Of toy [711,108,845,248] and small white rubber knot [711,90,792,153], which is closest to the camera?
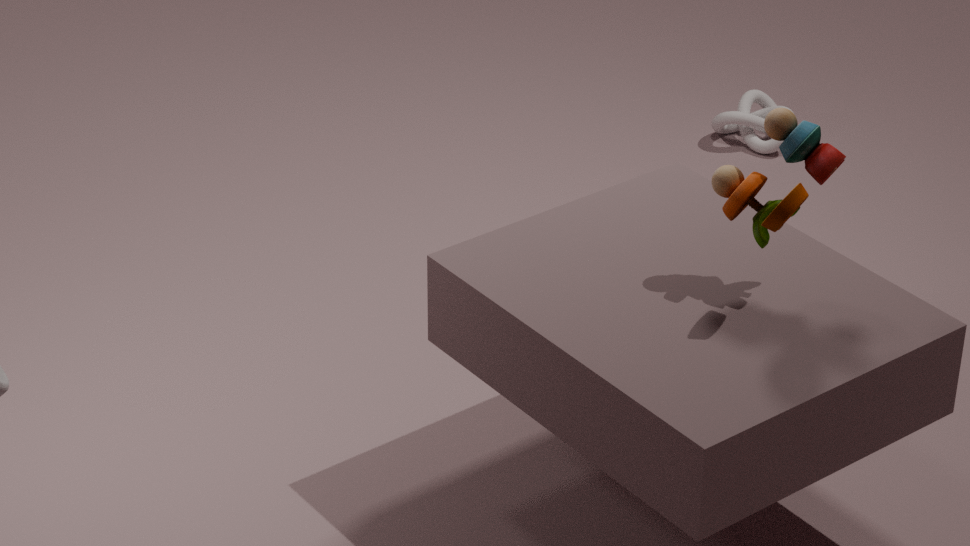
toy [711,108,845,248]
